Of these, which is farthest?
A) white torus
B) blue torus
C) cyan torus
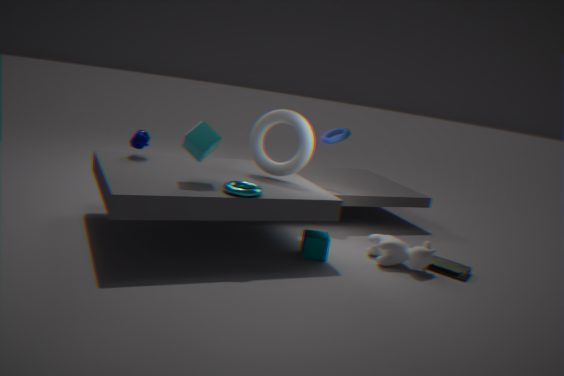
blue torus
